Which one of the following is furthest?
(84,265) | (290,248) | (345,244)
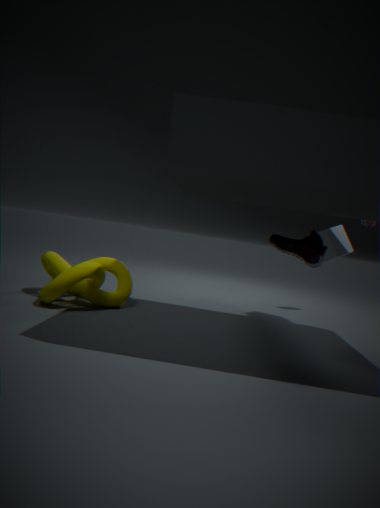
(345,244)
